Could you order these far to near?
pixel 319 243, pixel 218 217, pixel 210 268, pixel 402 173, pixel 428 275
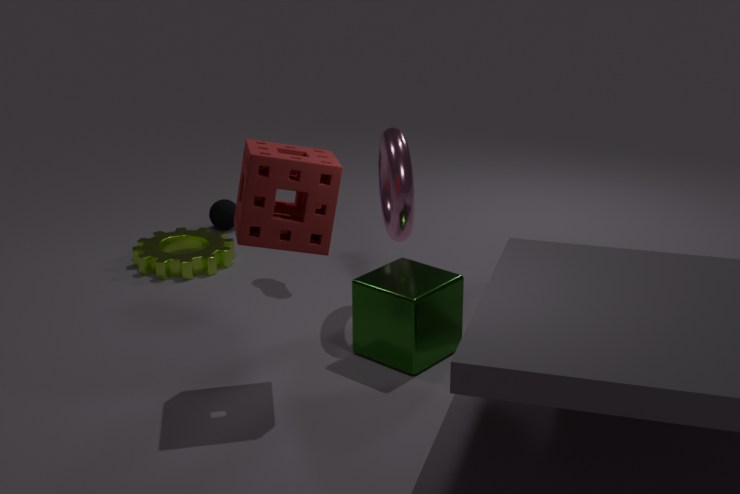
pixel 218 217
pixel 210 268
pixel 402 173
pixel 428 275
pixel 319 243
